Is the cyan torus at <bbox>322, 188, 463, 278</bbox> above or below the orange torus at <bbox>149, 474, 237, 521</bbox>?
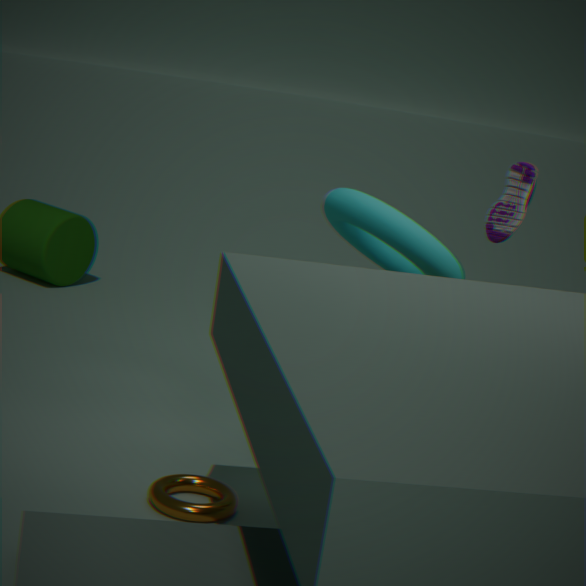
above
